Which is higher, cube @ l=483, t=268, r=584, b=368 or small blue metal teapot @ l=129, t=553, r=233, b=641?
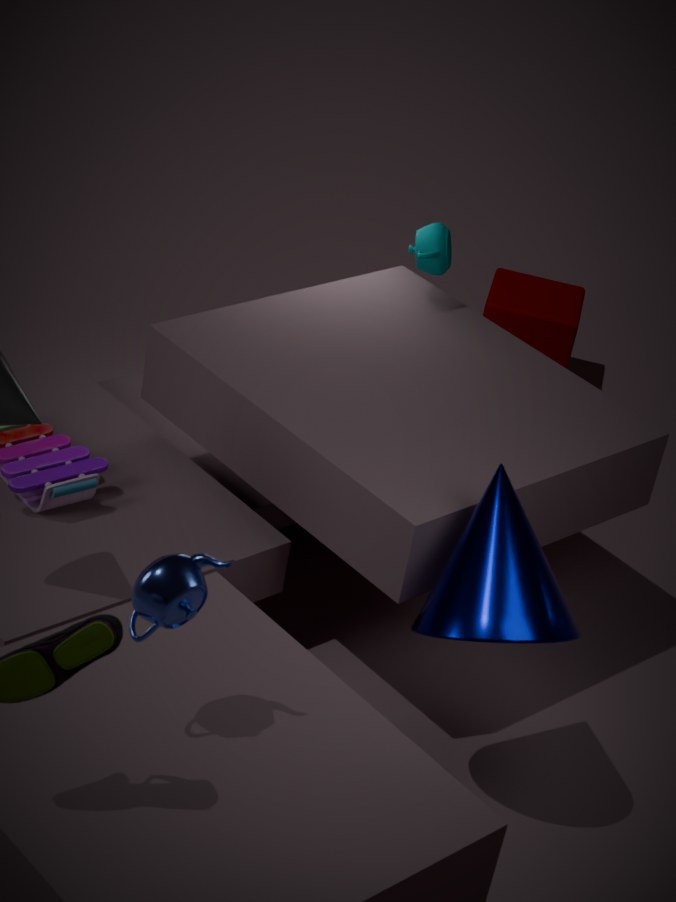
small blue metal teapot @ l=129, t=553, r=233, b=641
